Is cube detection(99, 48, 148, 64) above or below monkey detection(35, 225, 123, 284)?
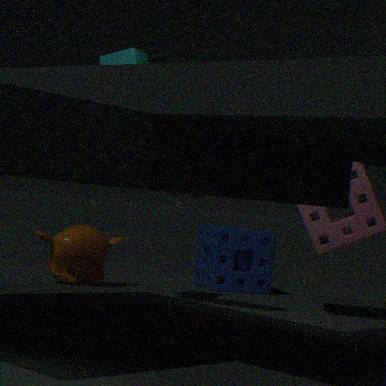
above
